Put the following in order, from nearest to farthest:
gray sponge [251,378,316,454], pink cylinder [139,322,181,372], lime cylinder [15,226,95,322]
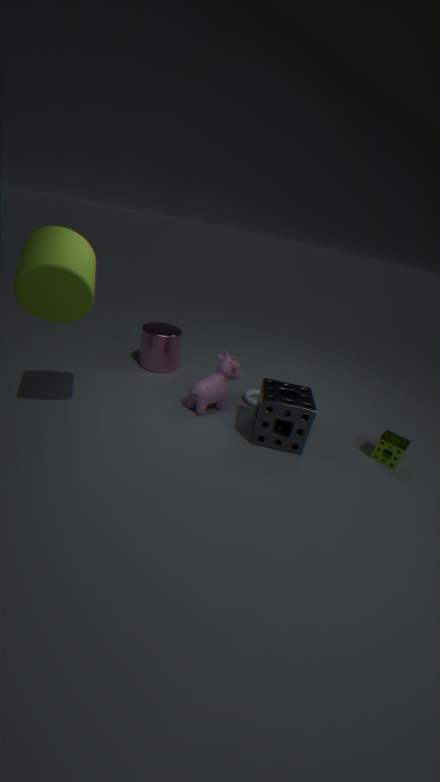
lime cylinder [15,226,95,322] → gray sponge [251,378,316,454] → pink cylinder [139,322,181,372]
